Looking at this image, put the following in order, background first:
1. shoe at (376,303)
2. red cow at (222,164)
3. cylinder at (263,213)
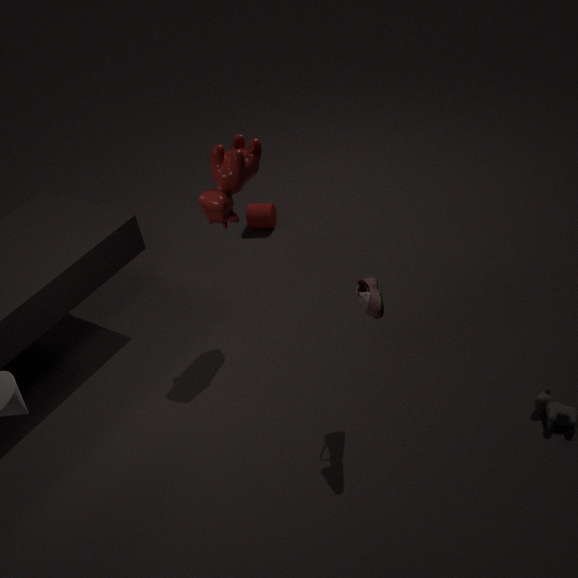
1. cylinder at (263,213)
2. red cow at (222,164)
3. shoe at (376,303)
